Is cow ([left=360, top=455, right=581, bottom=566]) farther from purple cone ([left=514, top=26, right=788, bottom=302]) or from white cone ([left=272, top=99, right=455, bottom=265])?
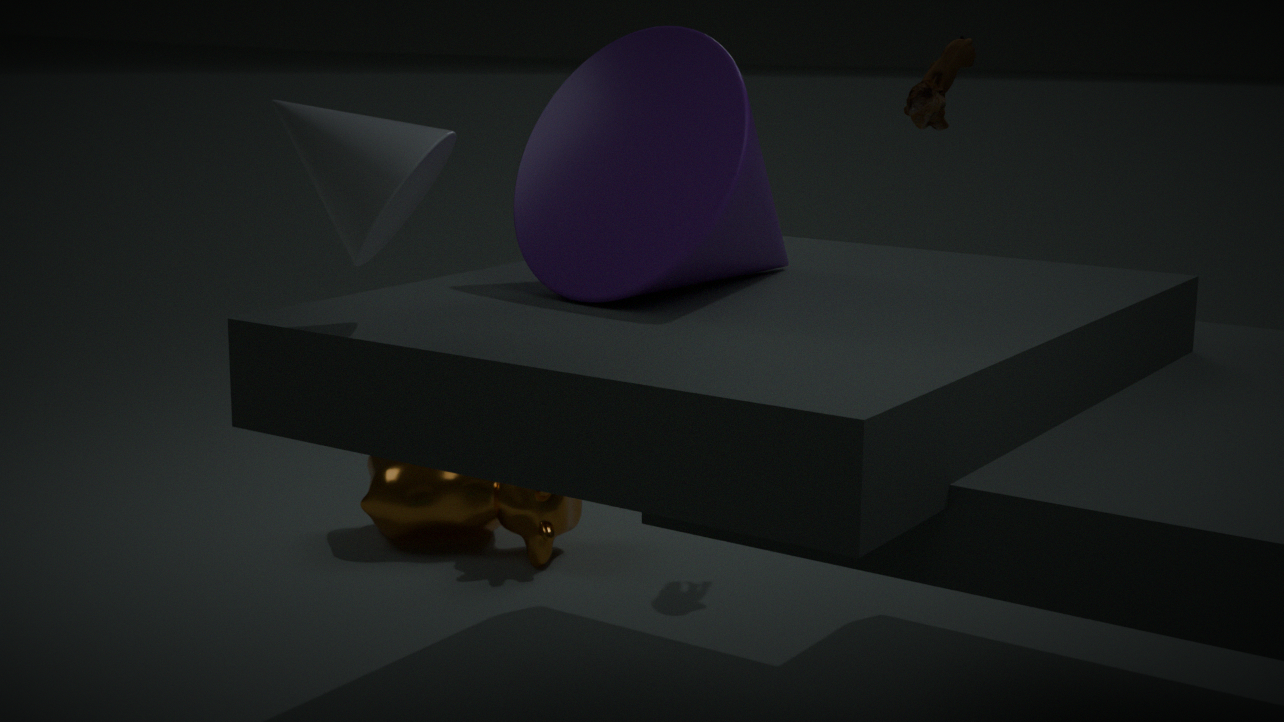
white cone ([left=272, top=99, right=455, bottom=265])
